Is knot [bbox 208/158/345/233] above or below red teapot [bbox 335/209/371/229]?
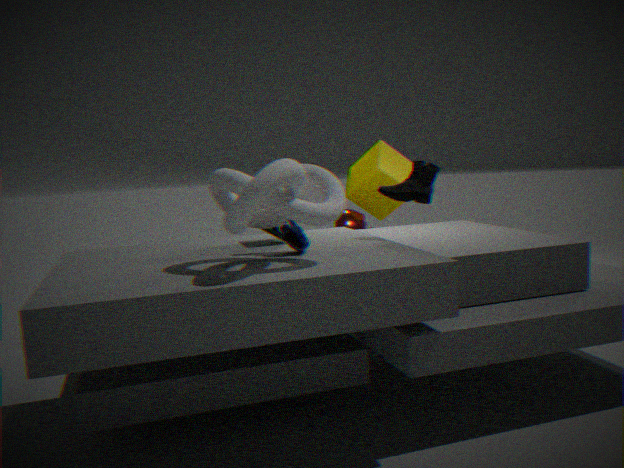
above
